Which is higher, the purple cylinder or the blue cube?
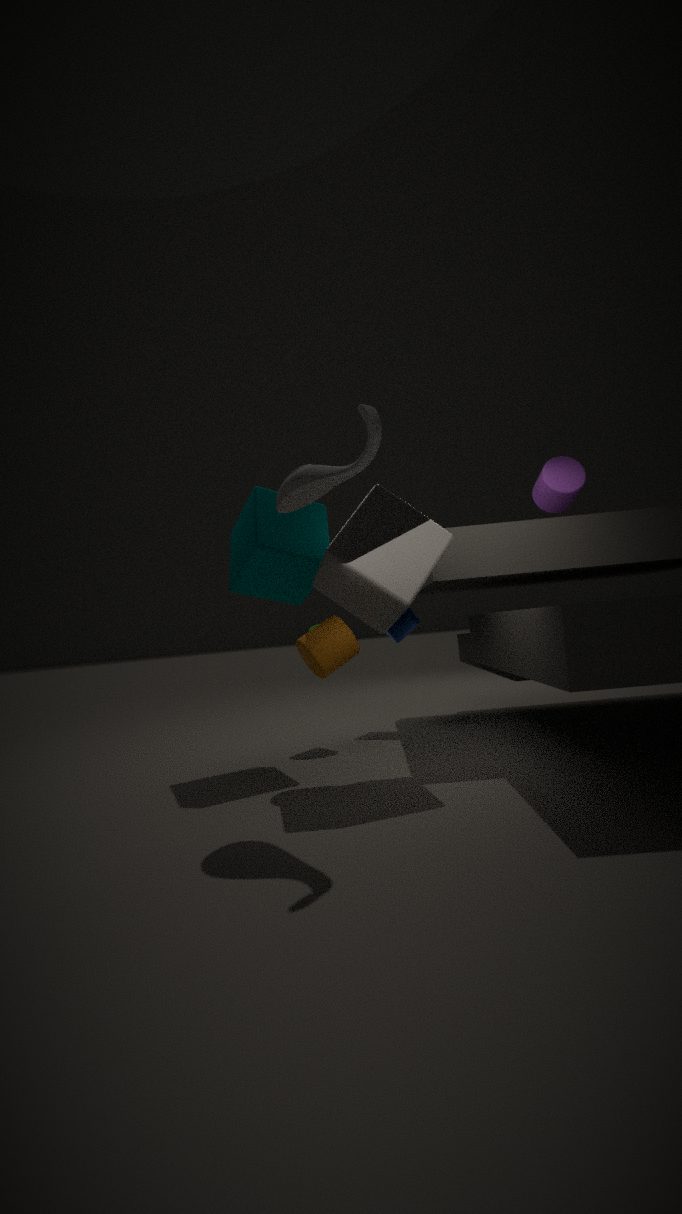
the purple cylinder
